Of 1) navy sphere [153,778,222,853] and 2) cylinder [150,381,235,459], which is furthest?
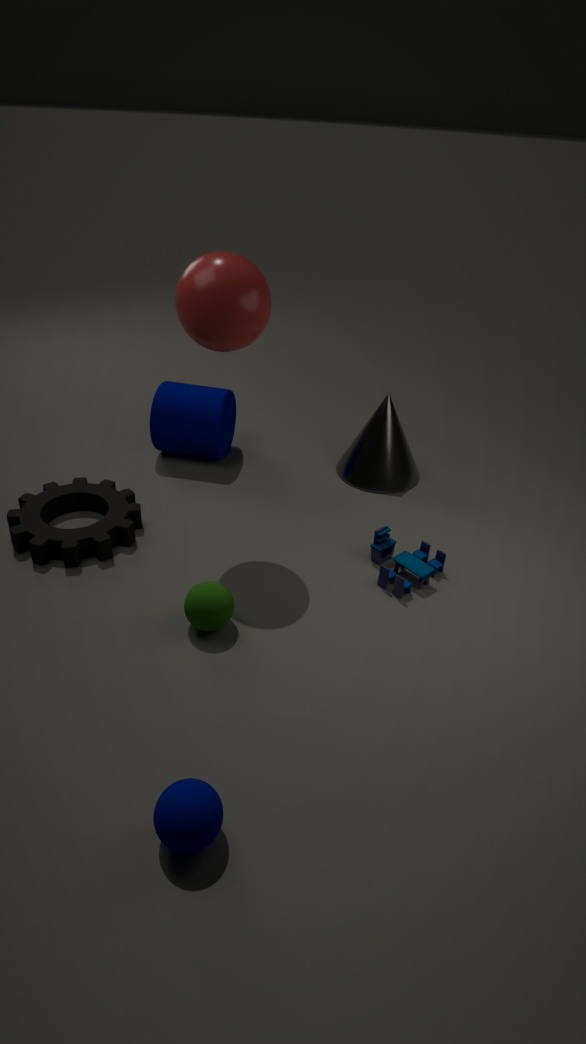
2. cylinder [150,381,235,459]
